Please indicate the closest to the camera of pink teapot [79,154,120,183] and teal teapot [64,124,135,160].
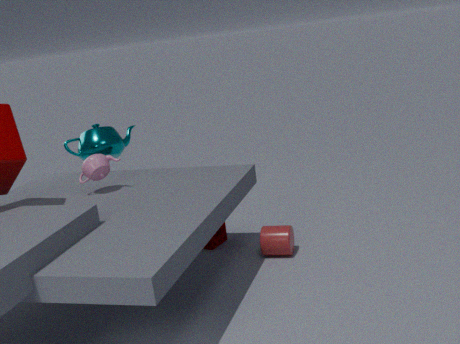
pink teapot [79,154,120,183]
